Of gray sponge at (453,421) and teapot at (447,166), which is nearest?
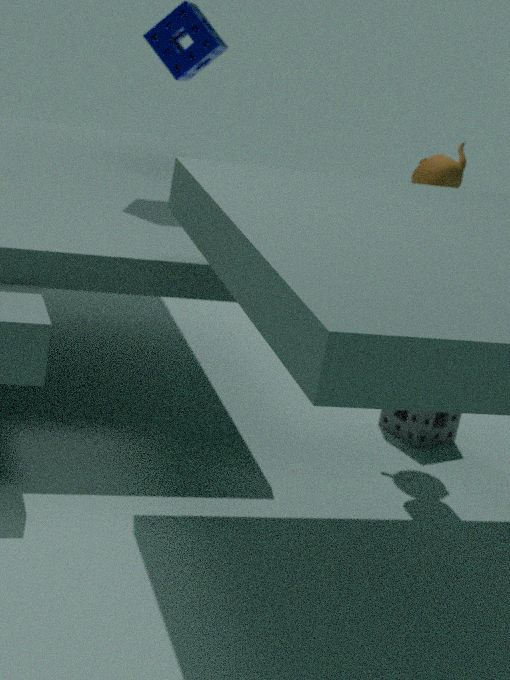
teapot at (447,166)
